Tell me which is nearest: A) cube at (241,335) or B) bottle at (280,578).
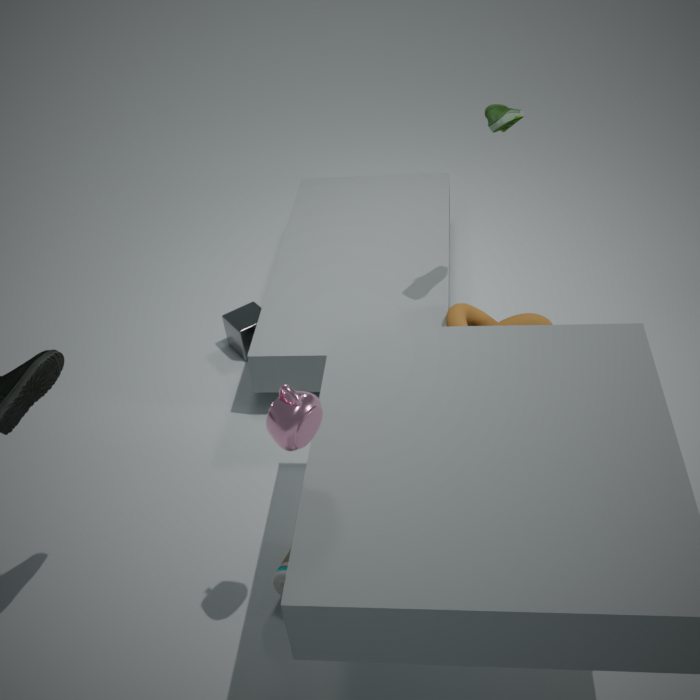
B. bottle at (280,578)
